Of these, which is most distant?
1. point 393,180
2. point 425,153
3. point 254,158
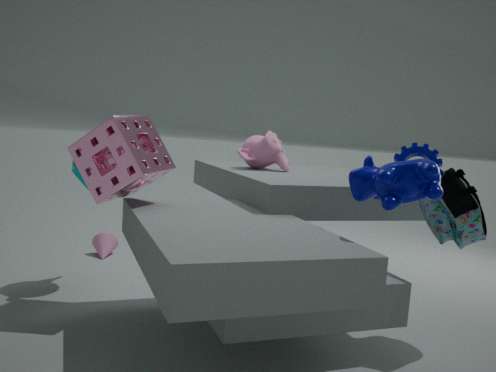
point 254,158
